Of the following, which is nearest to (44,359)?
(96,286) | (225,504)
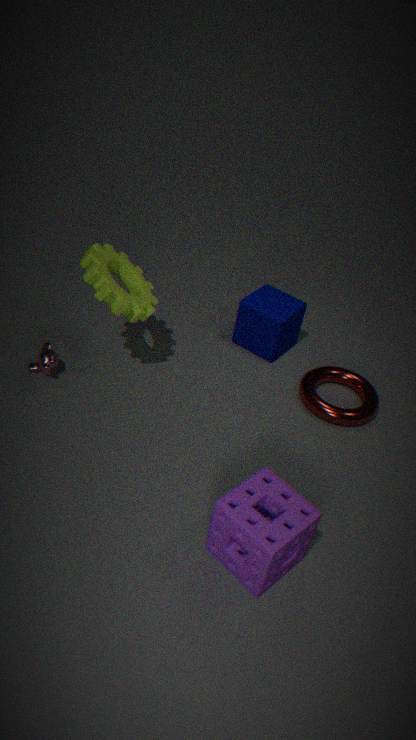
(96,286)
